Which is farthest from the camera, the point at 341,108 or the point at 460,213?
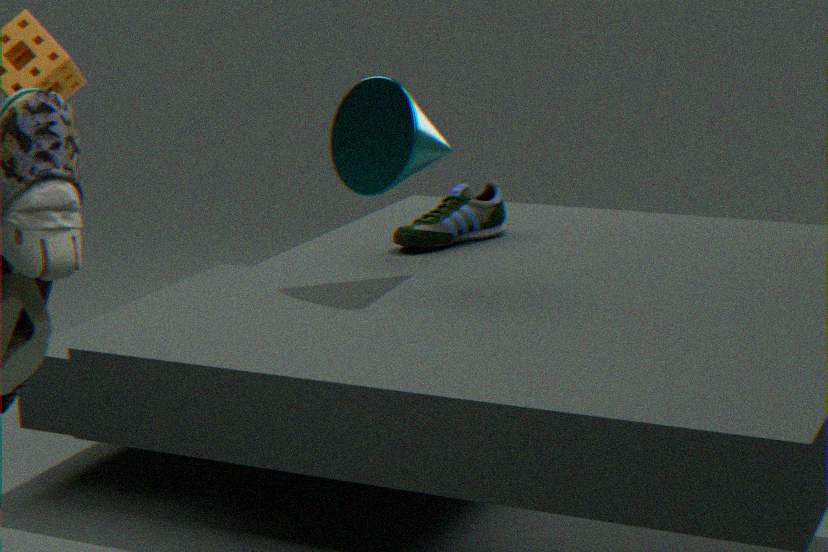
the point at 460,213
